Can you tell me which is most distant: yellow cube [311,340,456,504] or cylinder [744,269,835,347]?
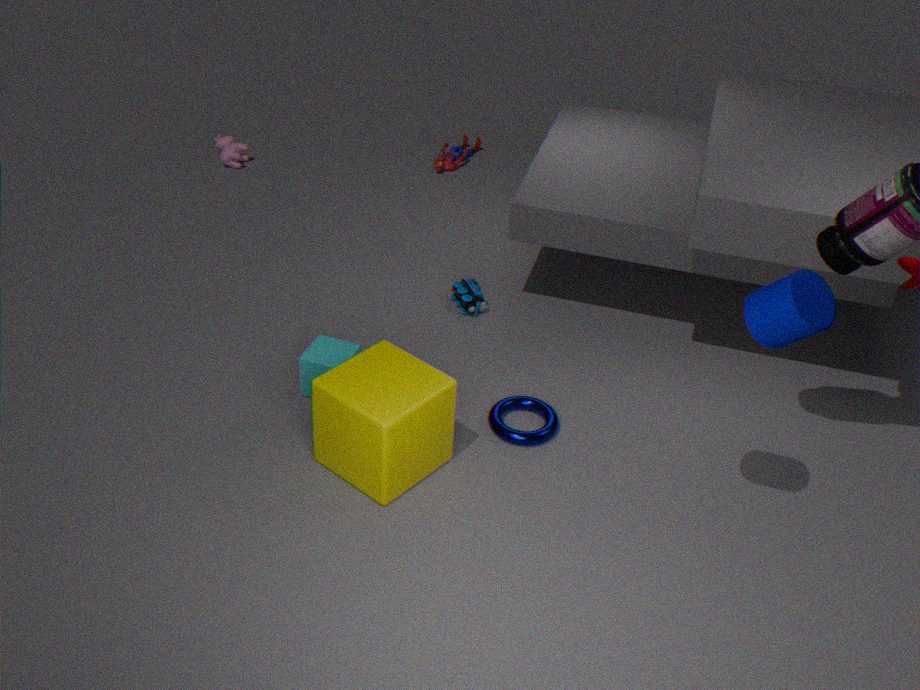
yellow cube [311,340,456,504]
